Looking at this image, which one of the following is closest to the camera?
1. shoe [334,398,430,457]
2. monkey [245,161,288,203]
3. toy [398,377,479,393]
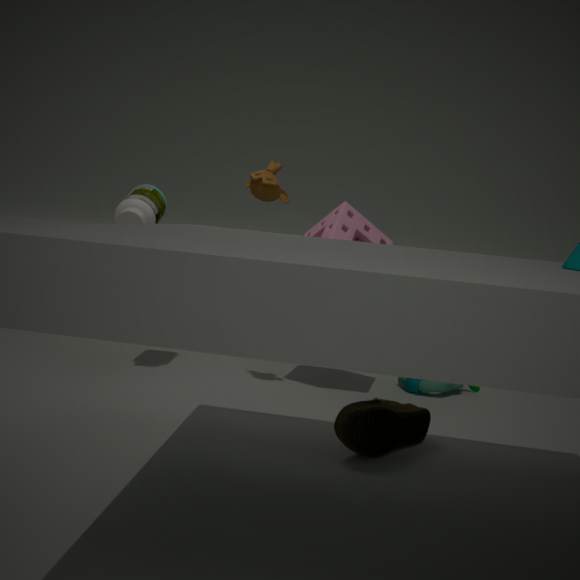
shoe [334,398,430,457]
